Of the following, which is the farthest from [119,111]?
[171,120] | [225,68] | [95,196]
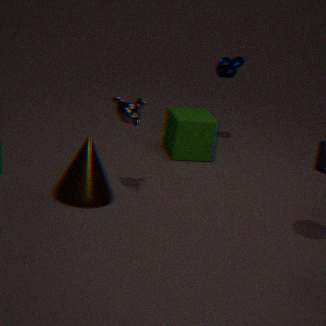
[225,68]
